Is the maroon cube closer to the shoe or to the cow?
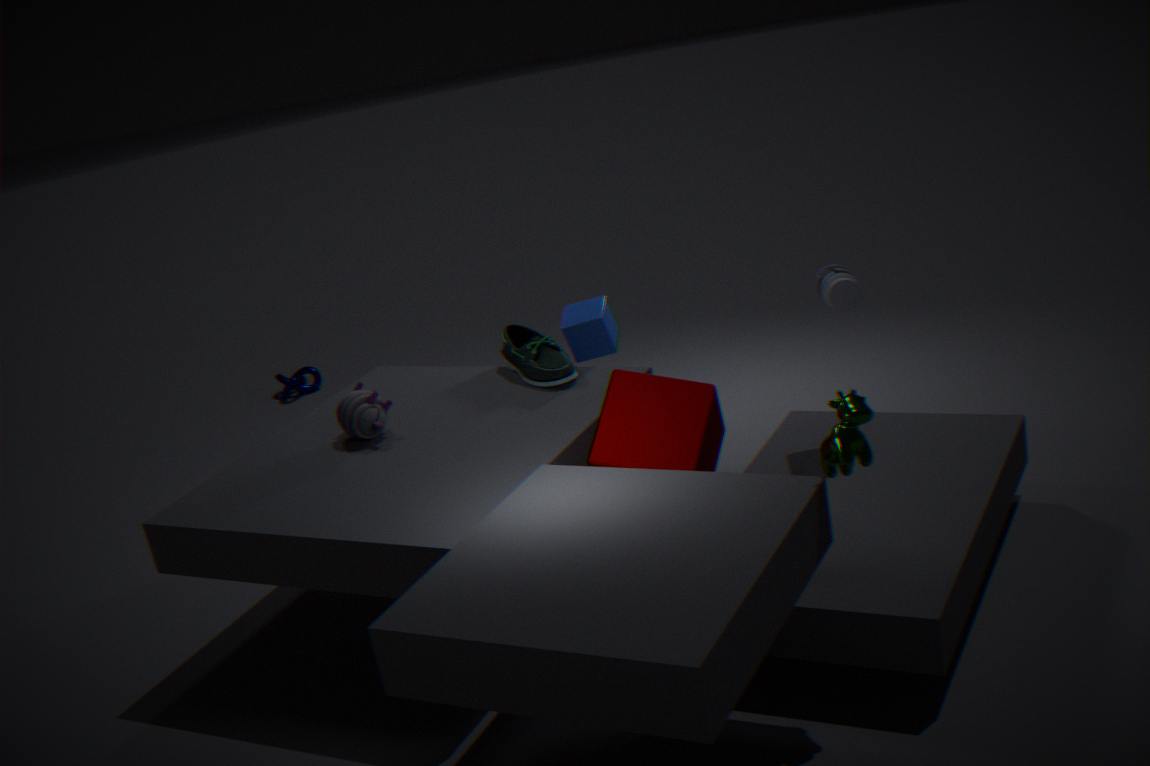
the shoe
